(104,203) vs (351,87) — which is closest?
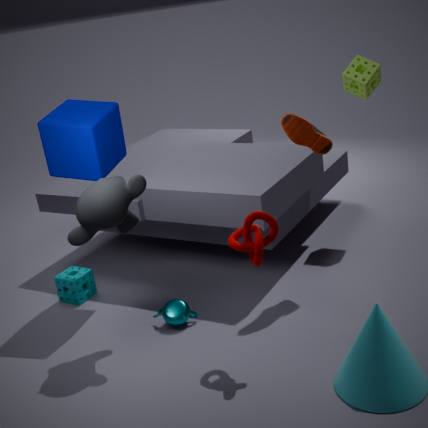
(104,203)
